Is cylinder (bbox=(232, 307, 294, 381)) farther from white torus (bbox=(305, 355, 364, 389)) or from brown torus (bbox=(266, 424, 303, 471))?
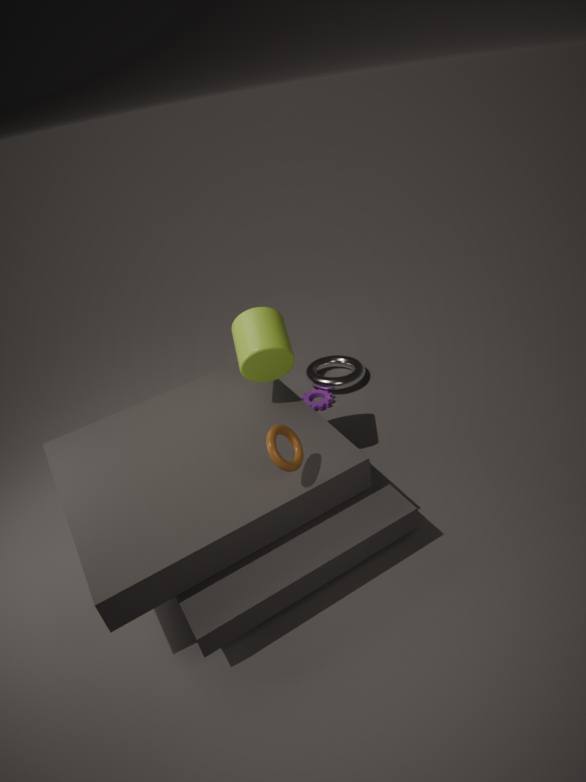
white torus (bbox=(305, 355, 364, 389))
